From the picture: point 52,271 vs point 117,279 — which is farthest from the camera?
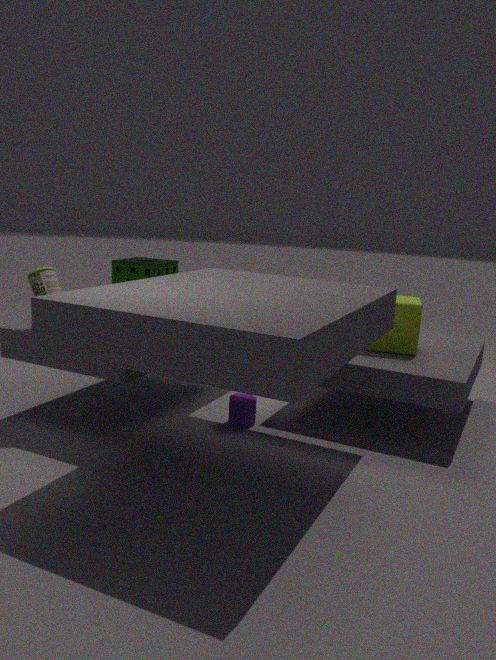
point 117,279
